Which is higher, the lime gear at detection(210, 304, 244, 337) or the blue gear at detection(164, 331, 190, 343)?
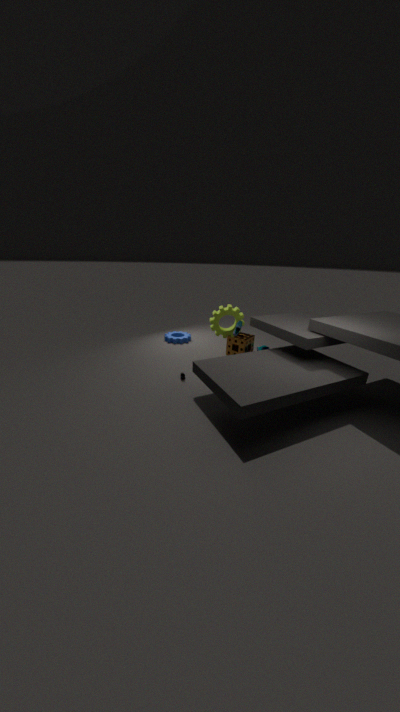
the lime gear at detection(210, 304, 244, 337)
